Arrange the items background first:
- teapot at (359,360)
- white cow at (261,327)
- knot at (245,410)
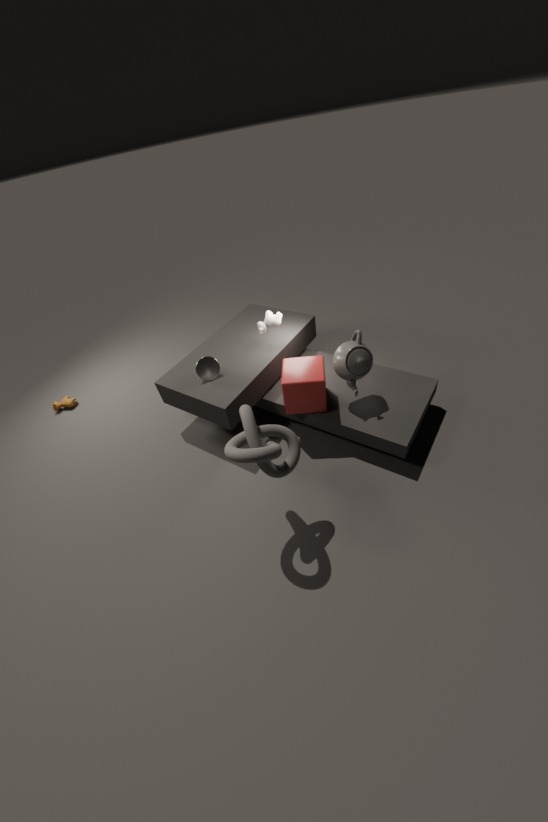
white cow at (261,327) < teapot at (359,360) < knot at (245,410)
